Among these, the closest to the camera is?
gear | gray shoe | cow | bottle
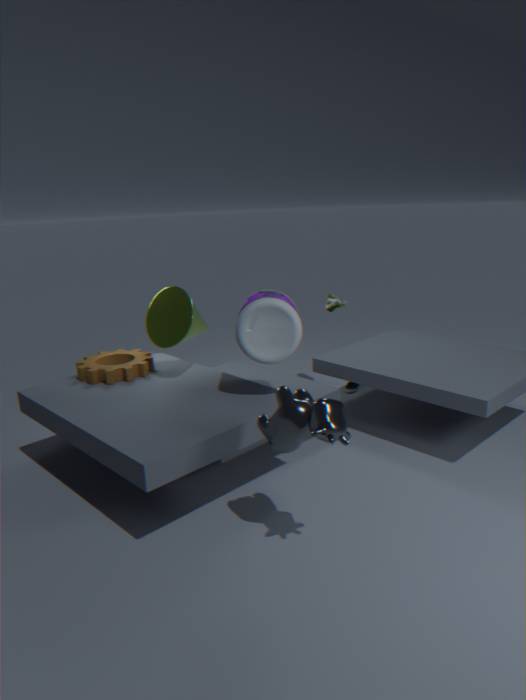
cow
